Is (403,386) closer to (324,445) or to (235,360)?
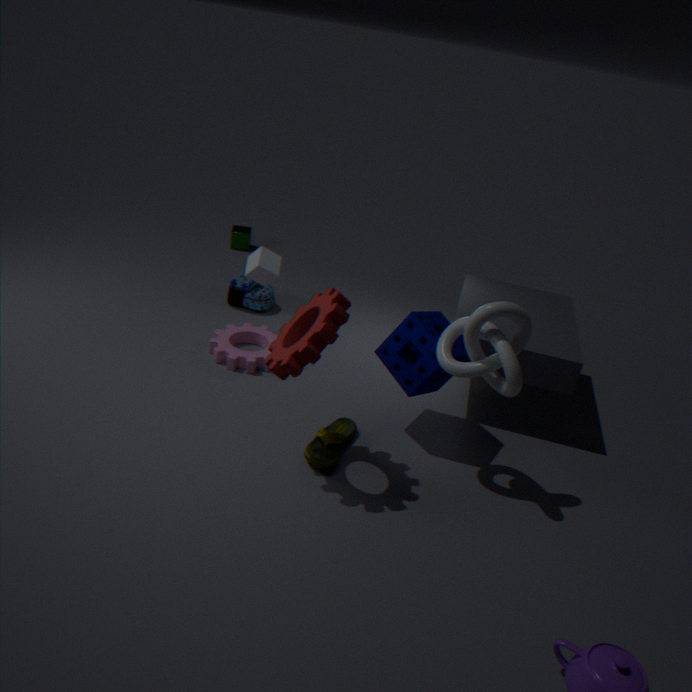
(324,445)
